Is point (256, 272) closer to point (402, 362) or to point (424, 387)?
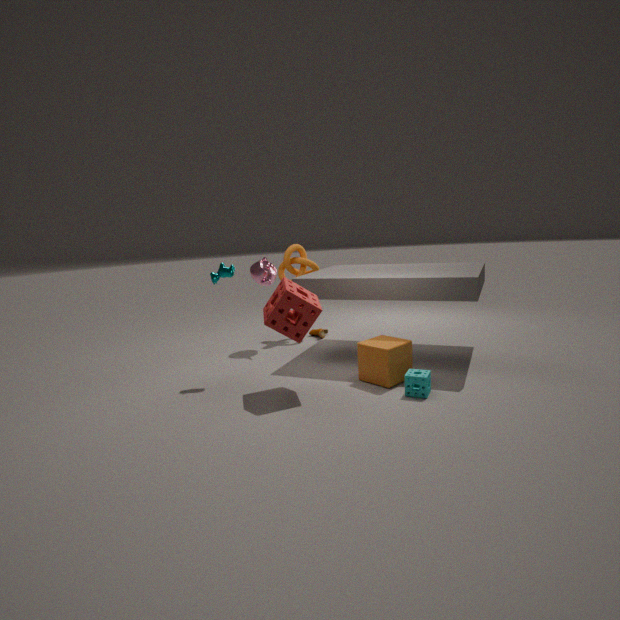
point (402, 362)
